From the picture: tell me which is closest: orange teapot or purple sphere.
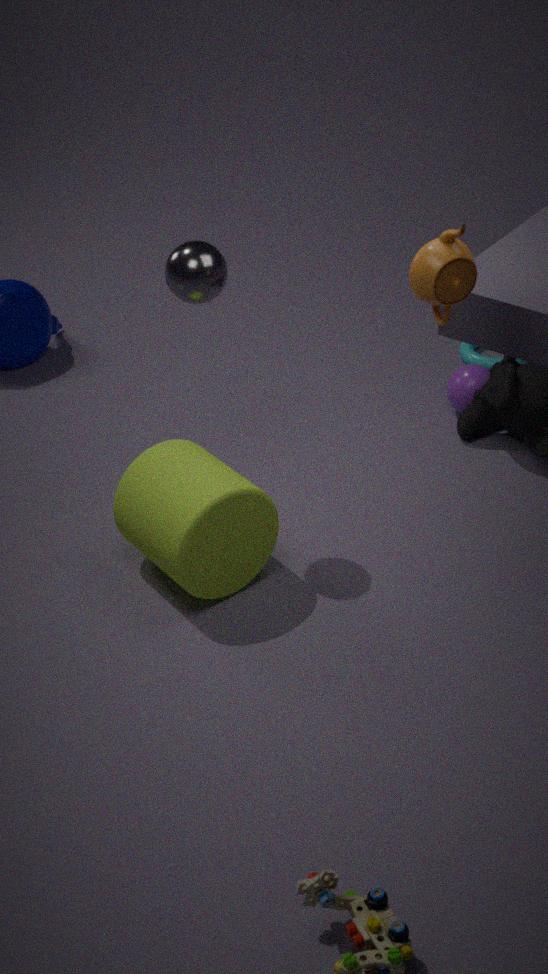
orange teapot
